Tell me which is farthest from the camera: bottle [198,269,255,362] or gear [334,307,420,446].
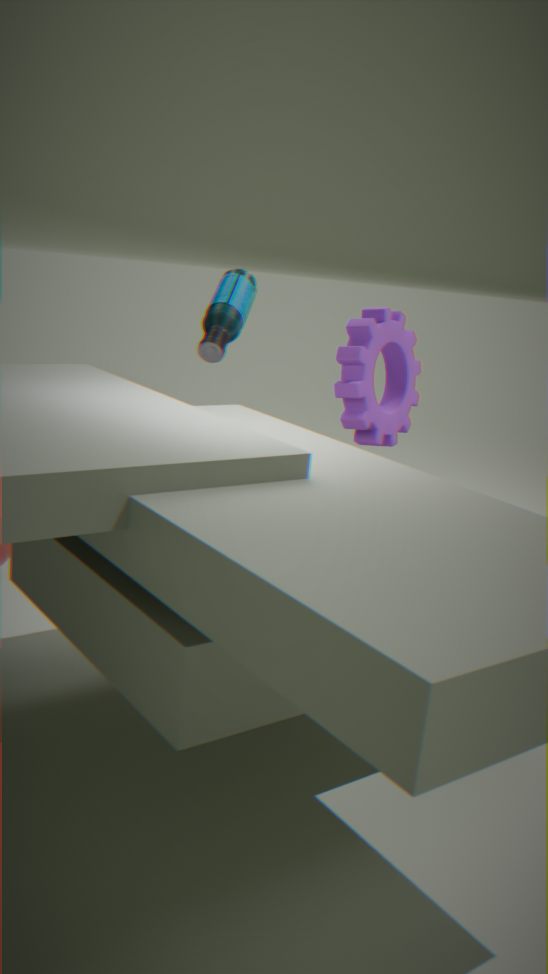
bottle [198,269,255,362]
